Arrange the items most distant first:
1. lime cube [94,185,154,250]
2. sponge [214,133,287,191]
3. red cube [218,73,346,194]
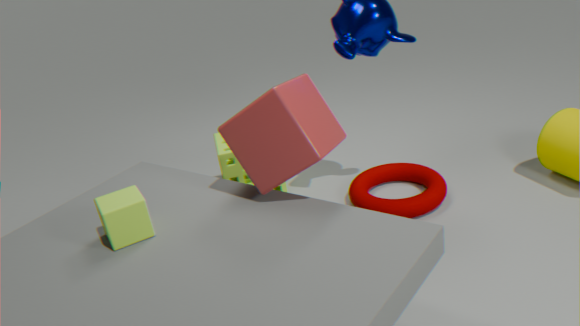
sponge [214,133,287,191]
red cube [218,73,346,194]
lime cube [94,185,154,250]
